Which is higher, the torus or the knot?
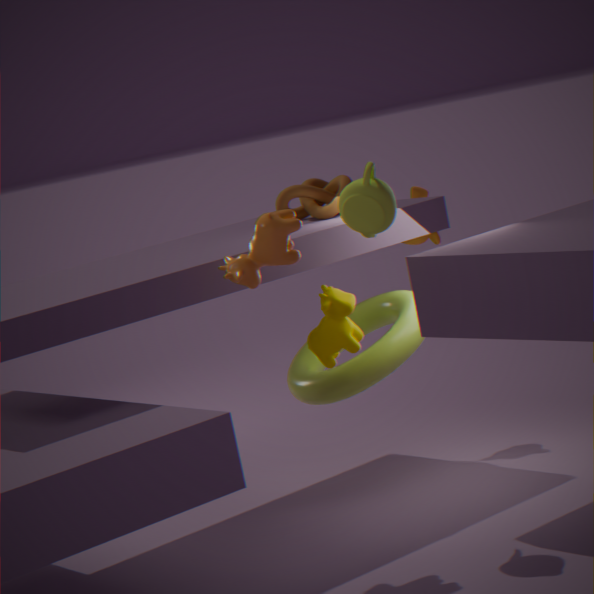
the knot
